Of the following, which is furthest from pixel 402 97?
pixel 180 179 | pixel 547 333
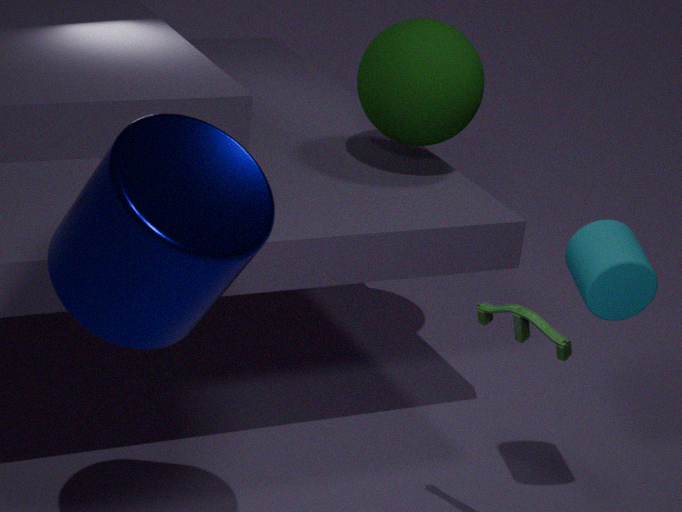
pixel 180 179
